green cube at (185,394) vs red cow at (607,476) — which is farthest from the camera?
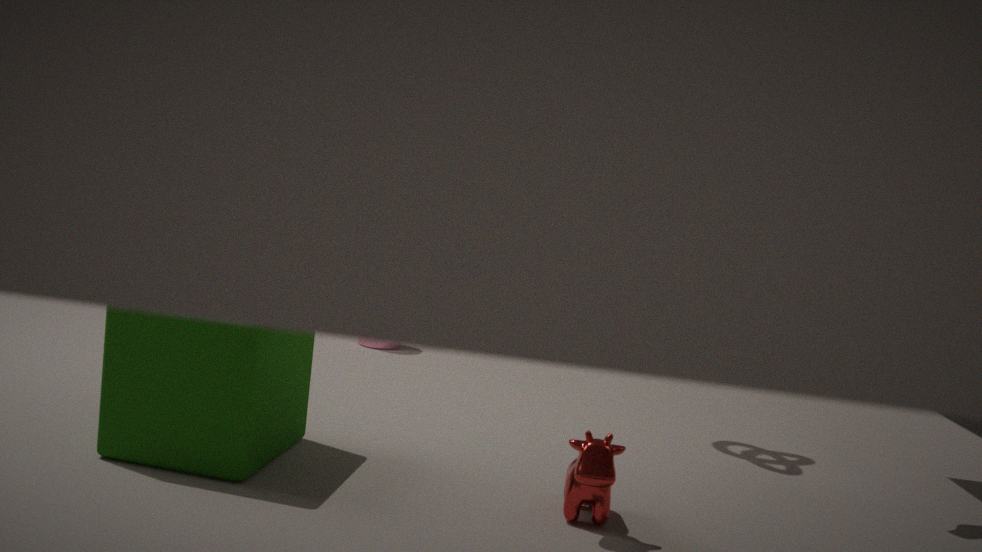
green cube at (185,394)
